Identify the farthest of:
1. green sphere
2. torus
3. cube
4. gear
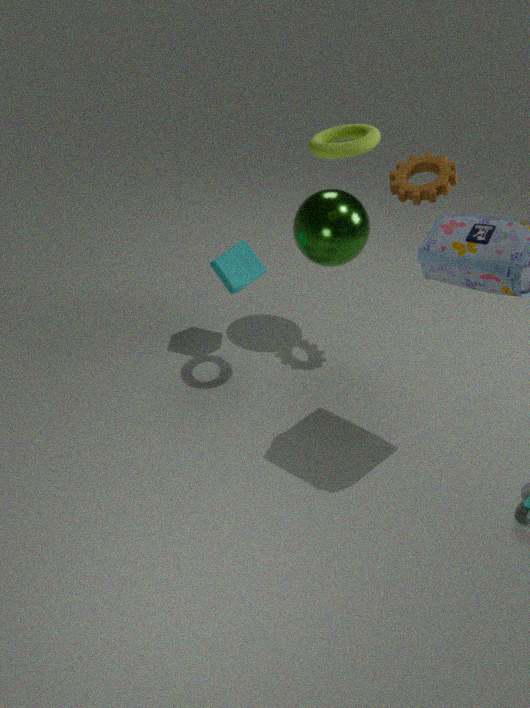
cube
